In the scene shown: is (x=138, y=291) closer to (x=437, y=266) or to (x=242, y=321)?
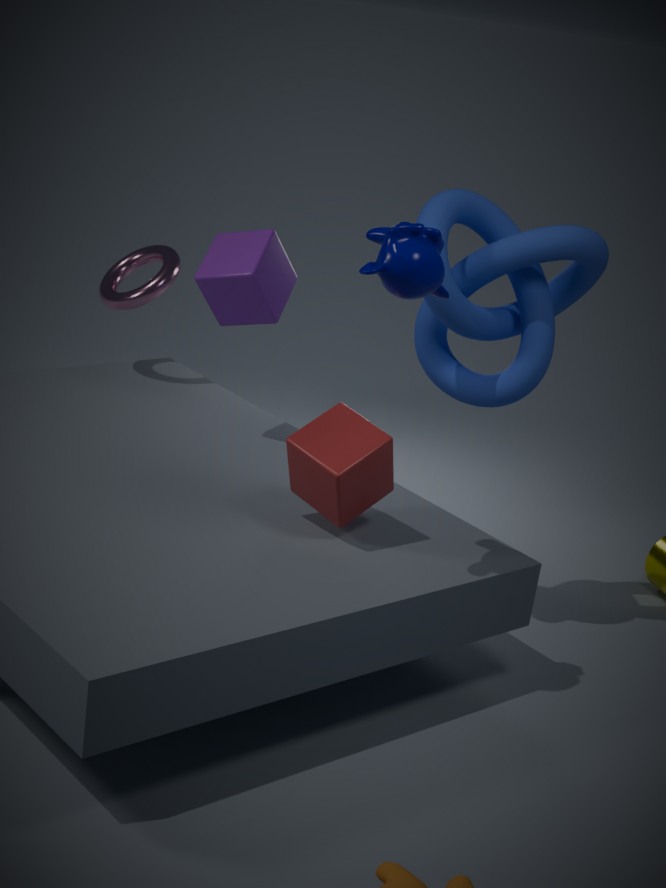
(x=242, y=321)
